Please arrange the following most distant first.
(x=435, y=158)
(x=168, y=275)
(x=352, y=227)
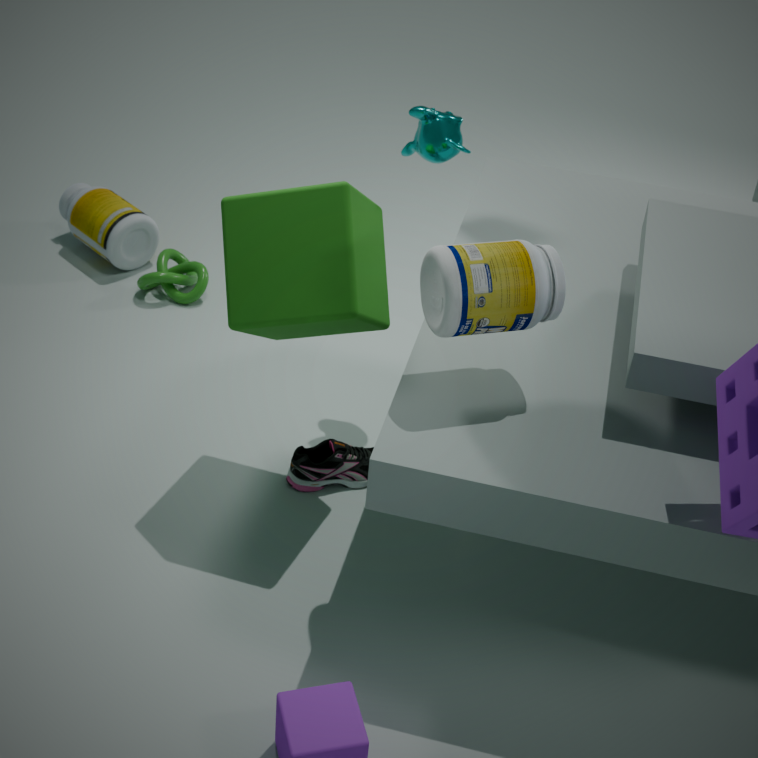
1. (x=168, y=275)
2. (x=435, y=158)
3. (x=352, y=227)
